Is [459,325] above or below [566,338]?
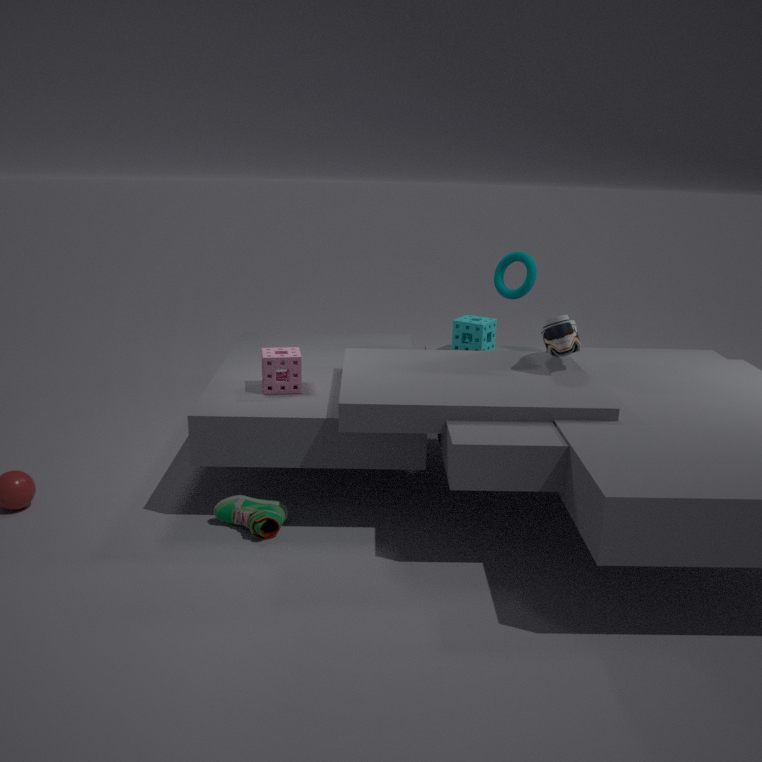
below
